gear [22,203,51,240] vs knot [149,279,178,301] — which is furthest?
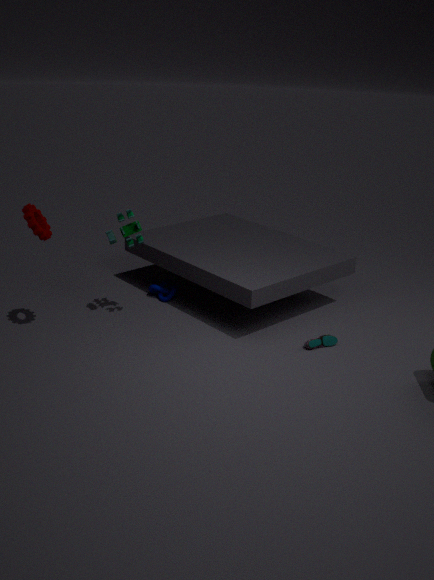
knot [149,279,178,301]
